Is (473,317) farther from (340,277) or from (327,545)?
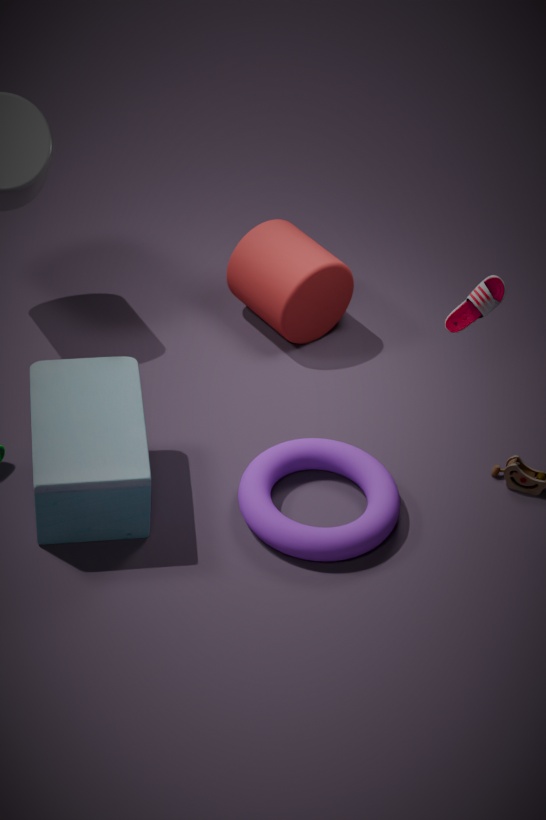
(340,277)
